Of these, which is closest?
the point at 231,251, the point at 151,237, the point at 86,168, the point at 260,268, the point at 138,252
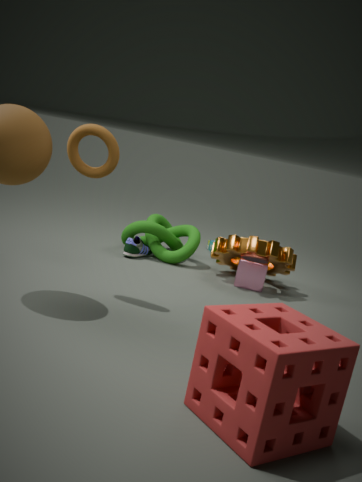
the point at 86,168
